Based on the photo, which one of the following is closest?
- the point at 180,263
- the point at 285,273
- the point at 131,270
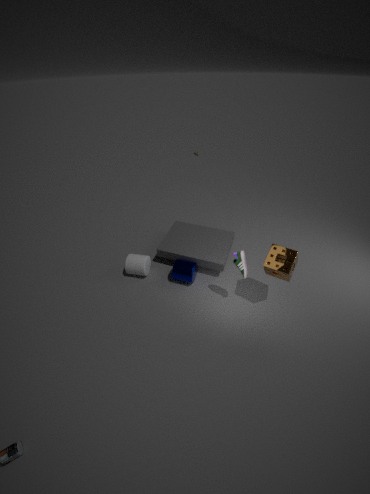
the point at 285,273
